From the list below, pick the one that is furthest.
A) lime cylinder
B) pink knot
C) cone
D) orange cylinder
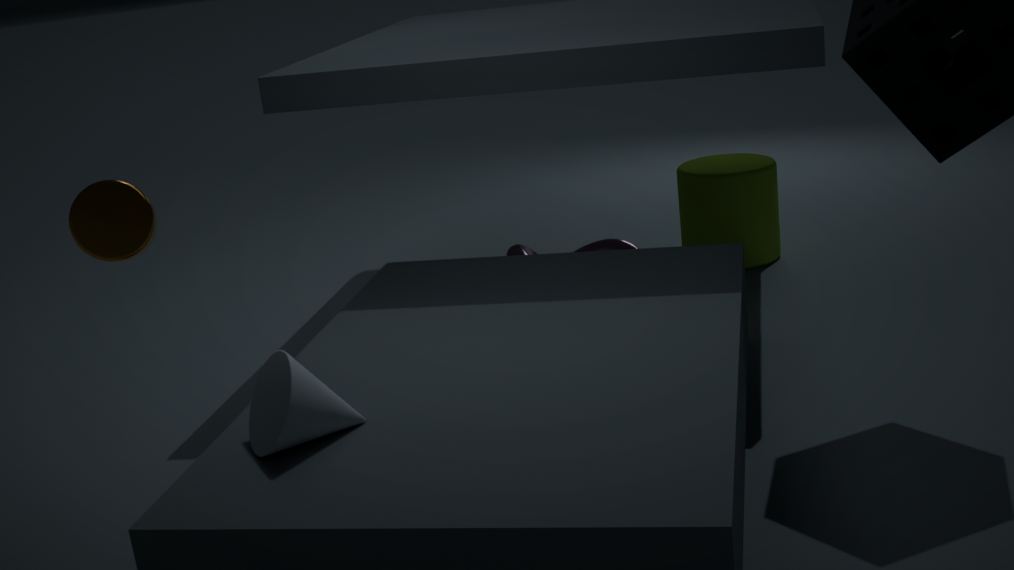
lime cylinder
